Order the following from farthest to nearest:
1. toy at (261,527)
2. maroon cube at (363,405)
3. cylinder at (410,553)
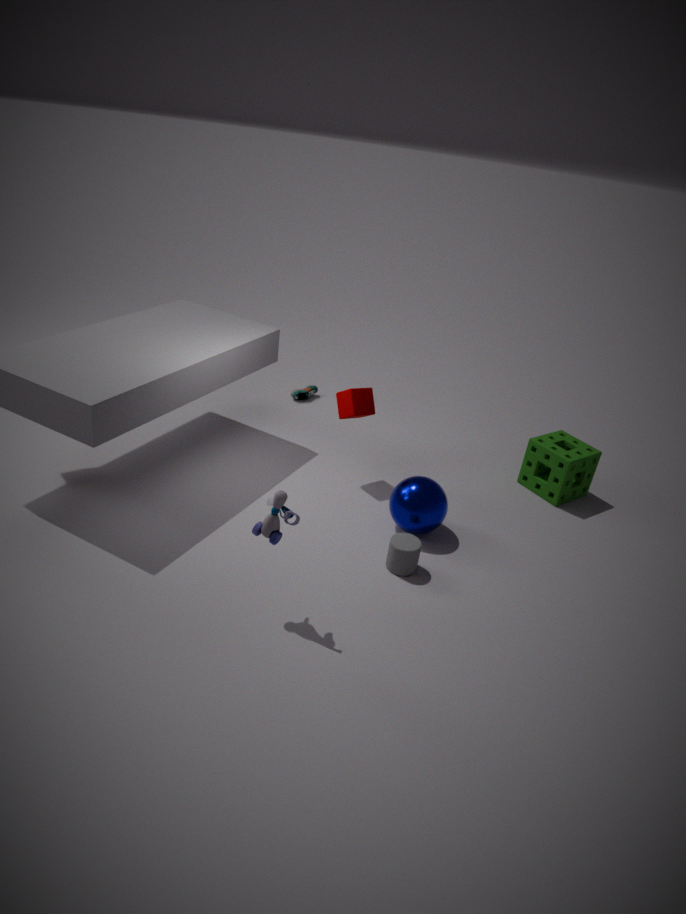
maroon cube at (363,405)
cylinder at (410,553)
toy at (261,527)
